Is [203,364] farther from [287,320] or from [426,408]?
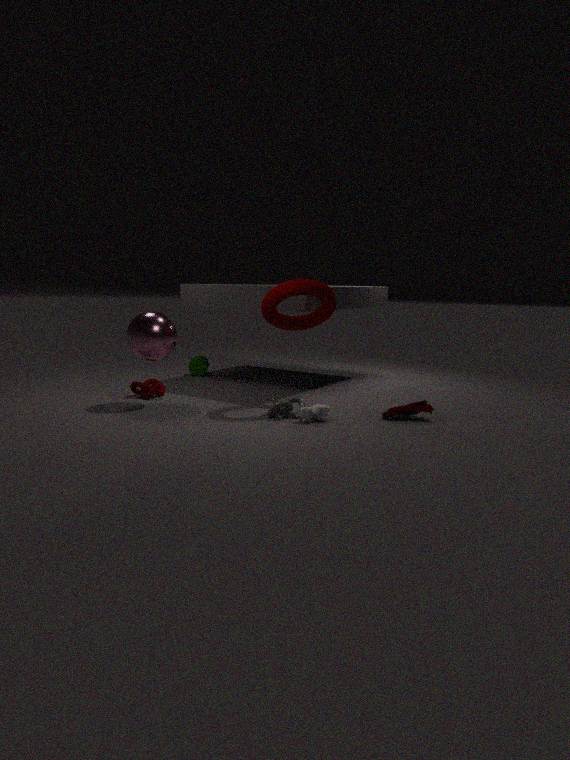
[426,408]
